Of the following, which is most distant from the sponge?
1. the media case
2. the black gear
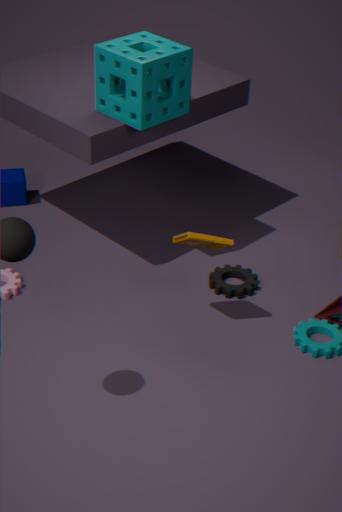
the black gear
